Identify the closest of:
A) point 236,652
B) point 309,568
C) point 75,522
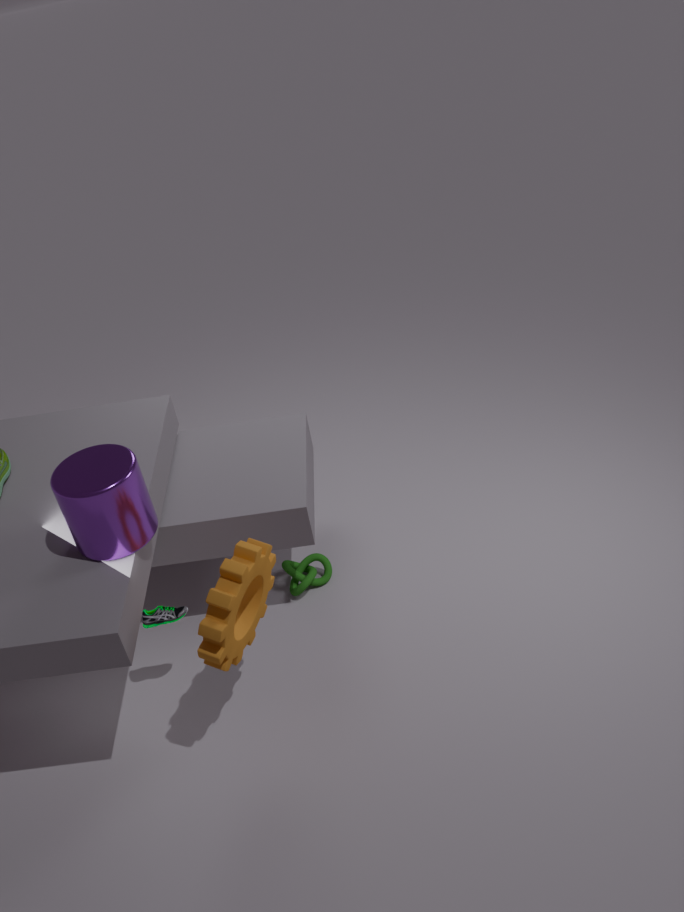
point 75,522
